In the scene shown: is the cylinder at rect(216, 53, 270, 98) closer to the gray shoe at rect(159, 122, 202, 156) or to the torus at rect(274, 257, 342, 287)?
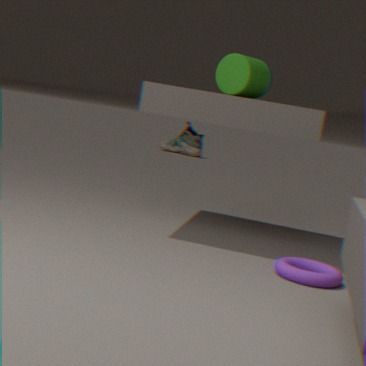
the torus at rect(274, 257, 342, 287)
